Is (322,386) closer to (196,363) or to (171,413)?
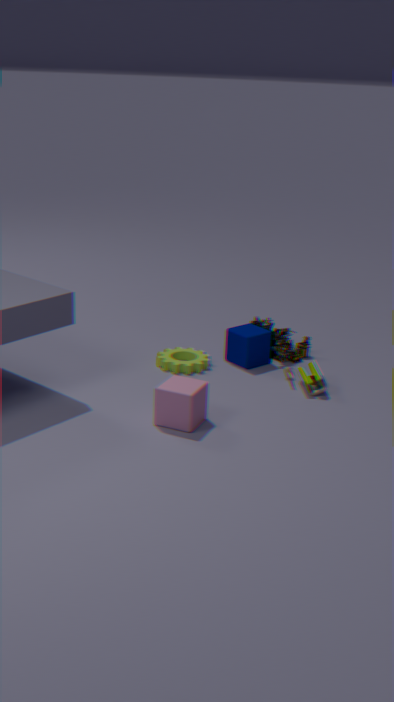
(196,363)
